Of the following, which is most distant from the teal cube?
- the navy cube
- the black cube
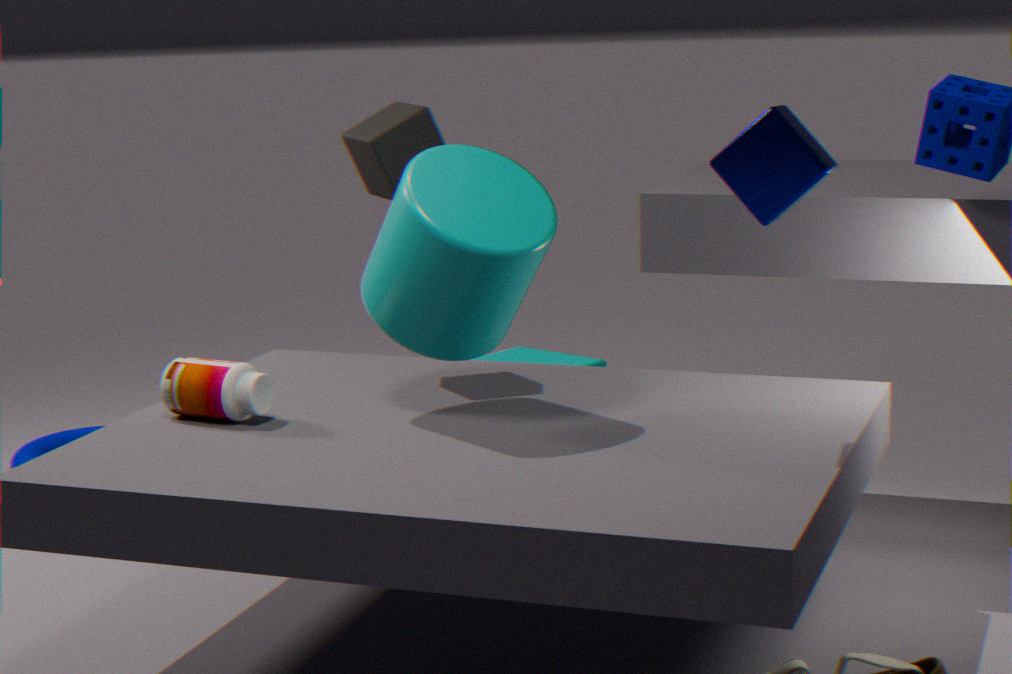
the navy cube
